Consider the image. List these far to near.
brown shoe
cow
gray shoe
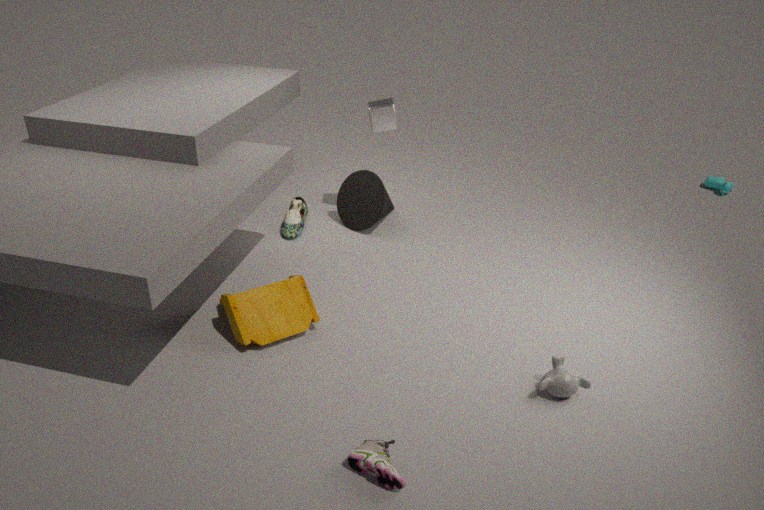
1. cow
2. gray shoe
3. brown shoe
